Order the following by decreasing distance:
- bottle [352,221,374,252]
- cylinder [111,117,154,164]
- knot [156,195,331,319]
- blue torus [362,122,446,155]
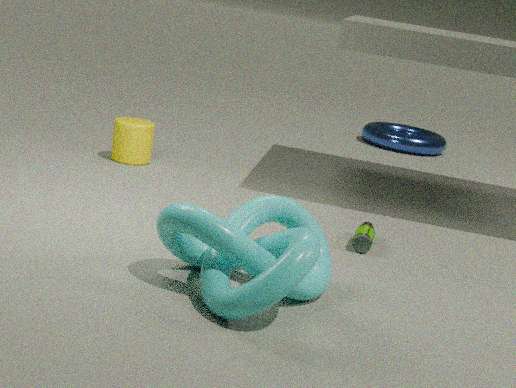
blue torus [362,122,446,155]
cylinder [111,117,154,164]
bottle [352,221,374,252]
knot [156,195,331,319]
